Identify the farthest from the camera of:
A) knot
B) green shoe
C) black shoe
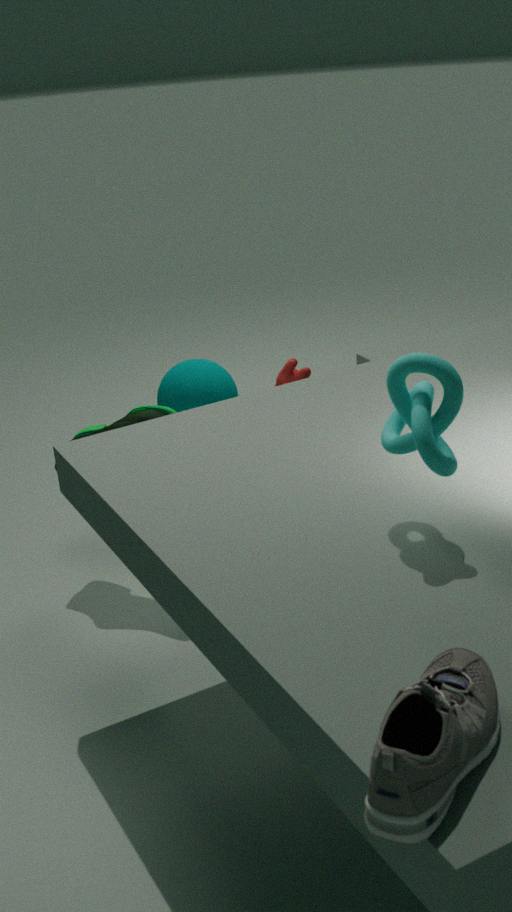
green shoe
